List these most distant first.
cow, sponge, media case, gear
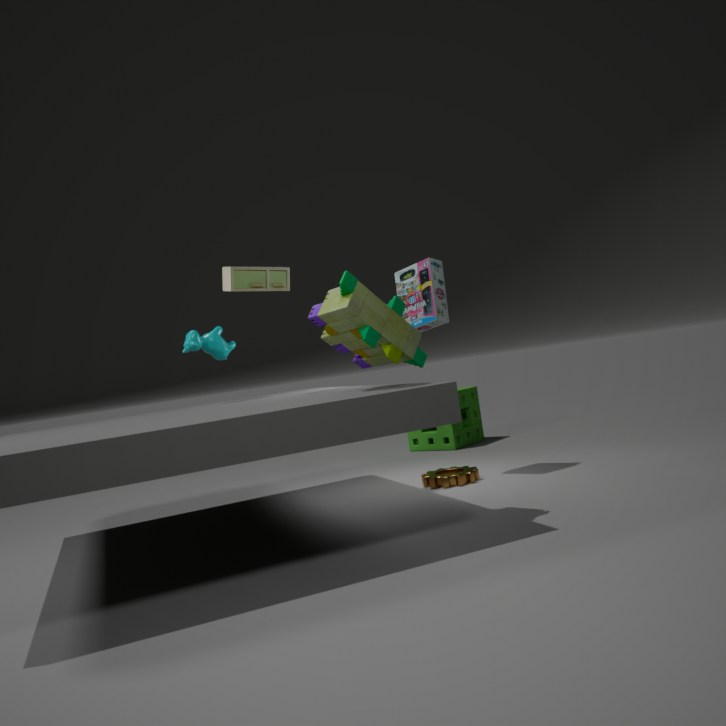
sponge < cow < media case < gear
